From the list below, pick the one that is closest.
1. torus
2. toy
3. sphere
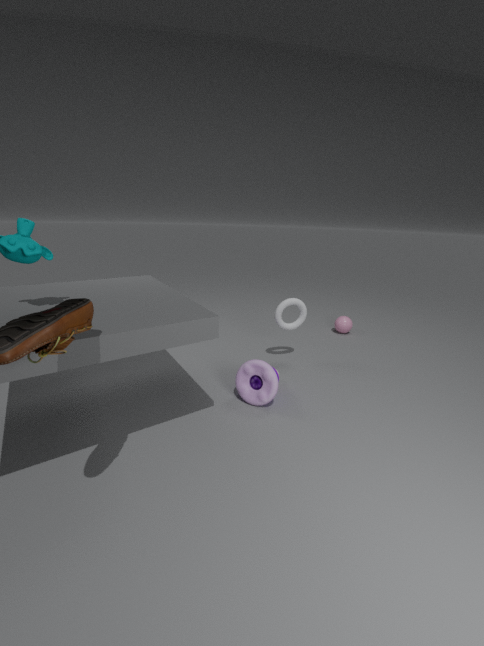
toy
